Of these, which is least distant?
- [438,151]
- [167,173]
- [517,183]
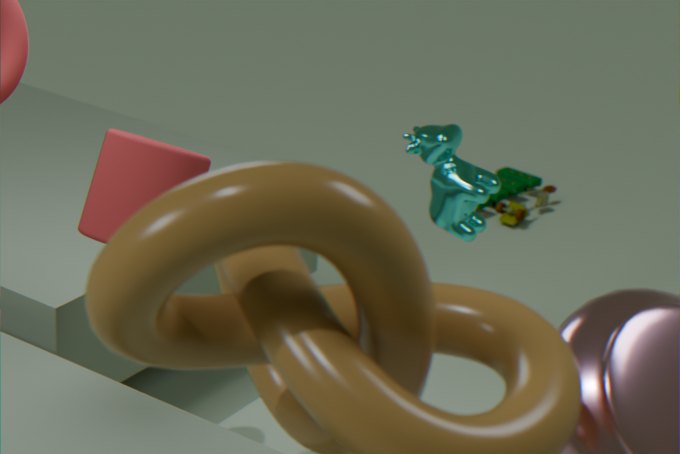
[167,173]
